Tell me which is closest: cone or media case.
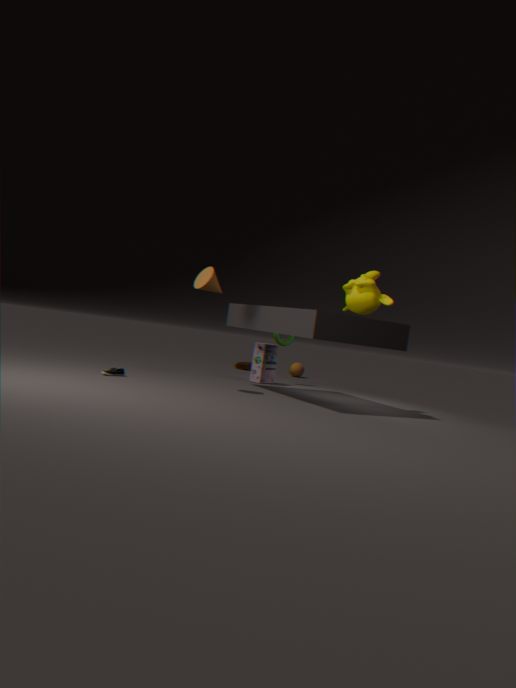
cone
